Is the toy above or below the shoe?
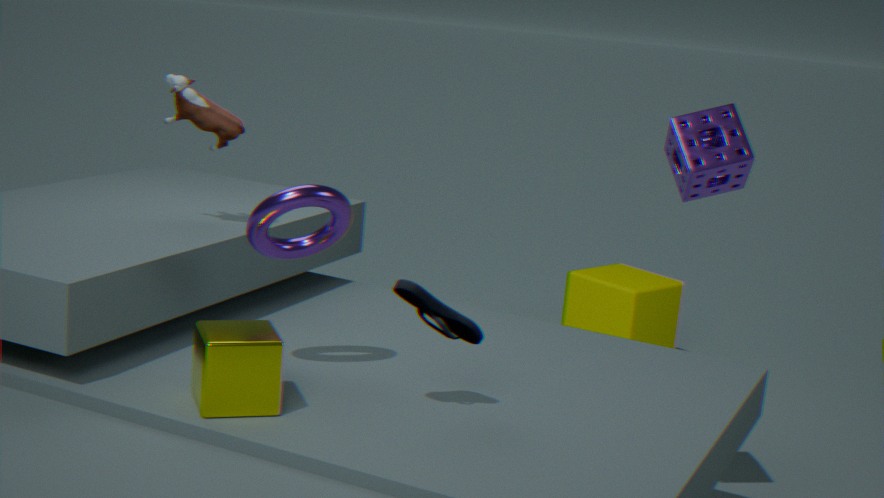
above
